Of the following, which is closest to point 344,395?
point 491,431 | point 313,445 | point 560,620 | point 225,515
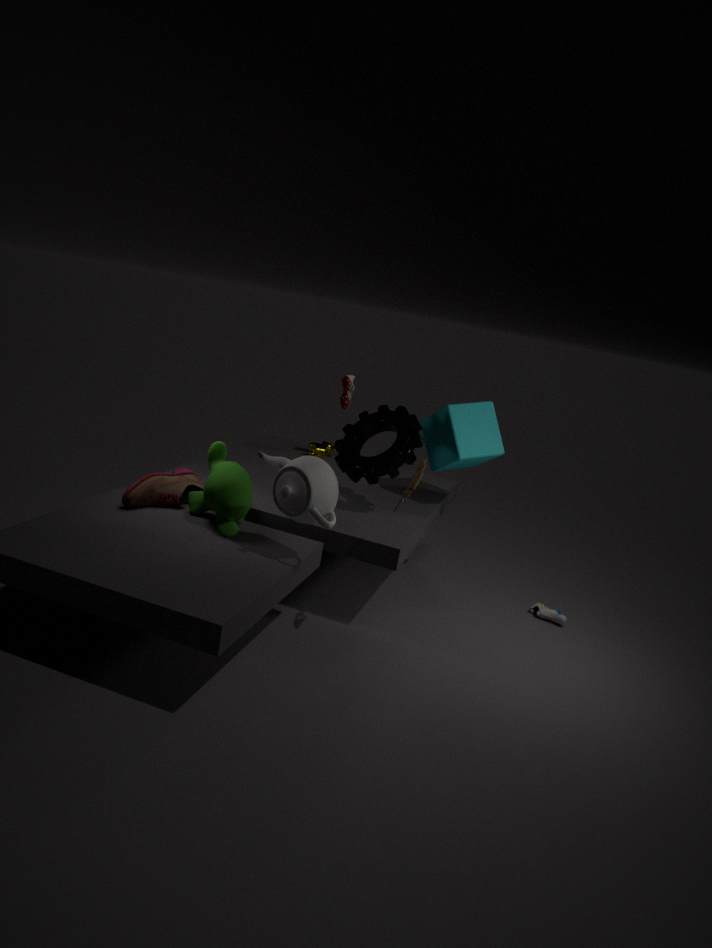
point 313,445
